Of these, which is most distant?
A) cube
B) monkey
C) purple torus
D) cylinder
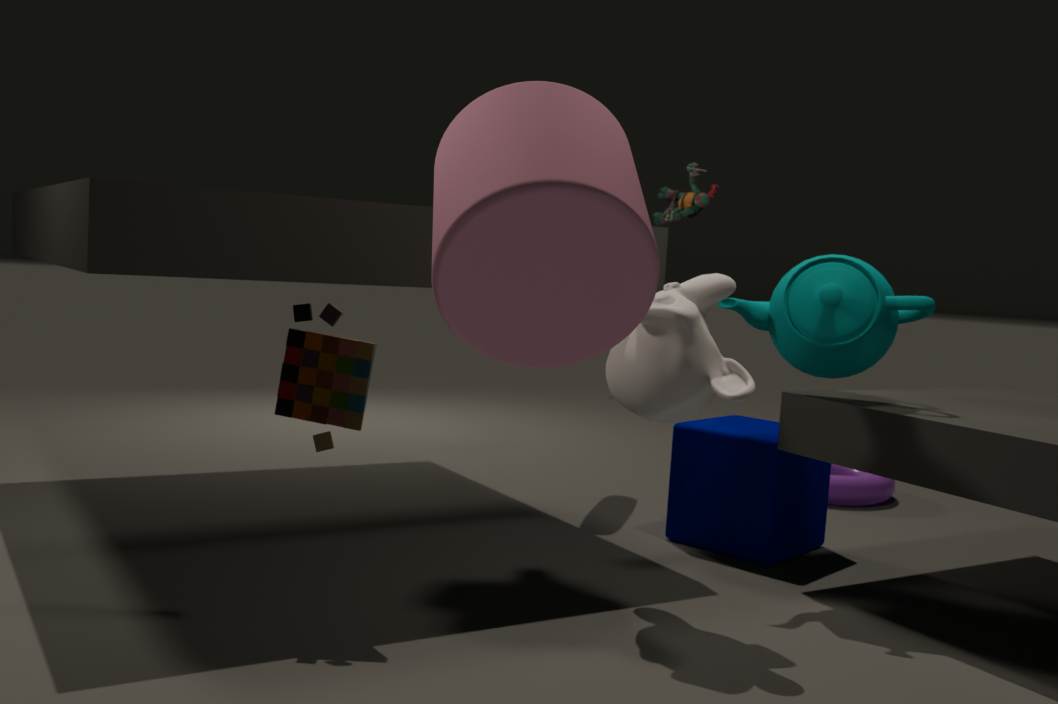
purple torus
